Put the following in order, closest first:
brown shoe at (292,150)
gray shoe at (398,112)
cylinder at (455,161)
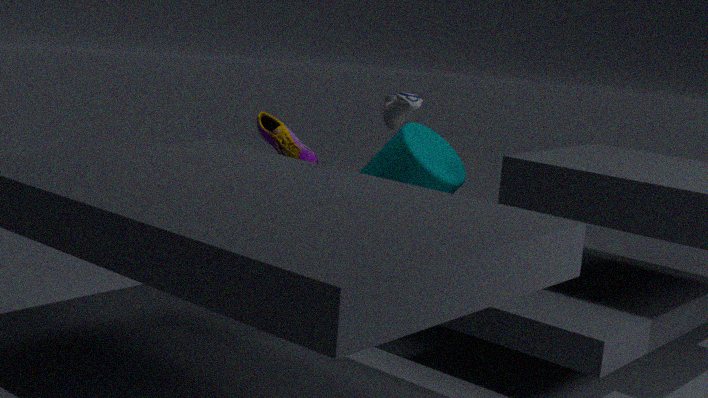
gray shoe at (398,112), cylinder at (455,161), brown shoe at (292,150)
